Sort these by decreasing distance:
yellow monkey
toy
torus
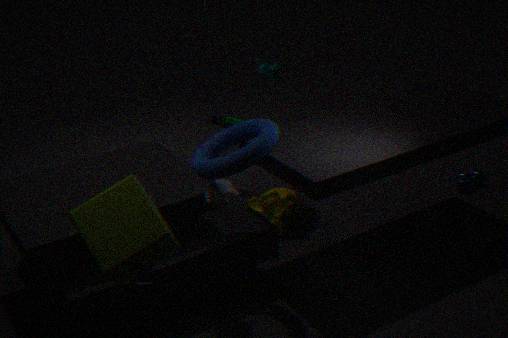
yellow monkey
torus
toy
